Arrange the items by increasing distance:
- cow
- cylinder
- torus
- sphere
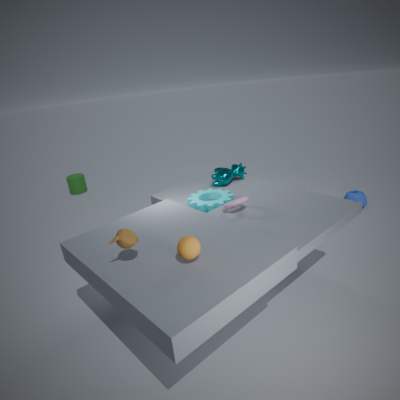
sphere
torus
cow
cylinder
